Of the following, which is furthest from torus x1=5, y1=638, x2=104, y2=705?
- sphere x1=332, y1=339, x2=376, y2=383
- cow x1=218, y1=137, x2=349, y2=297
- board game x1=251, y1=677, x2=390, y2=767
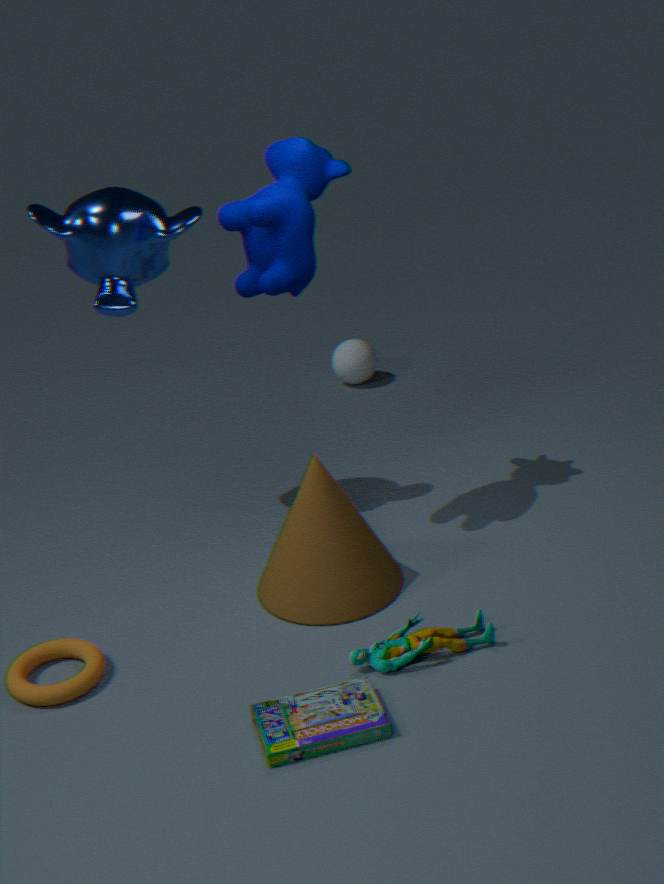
sphere x1=332, y1=339, x2=376, y2=383
